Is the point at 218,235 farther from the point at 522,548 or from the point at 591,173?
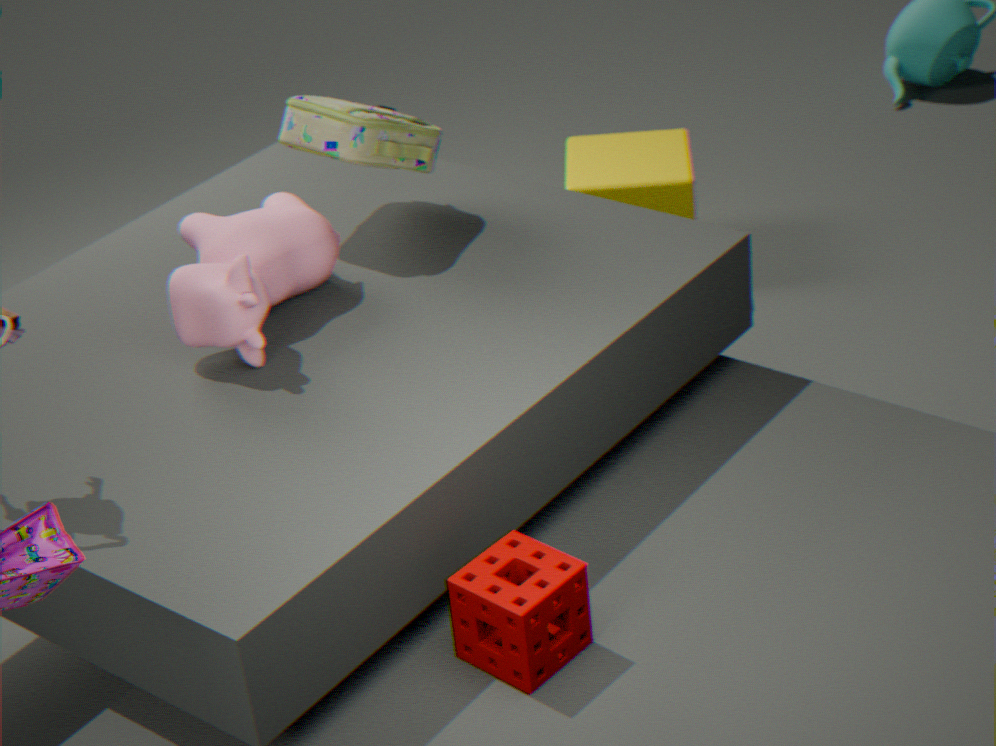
the point at 591,173
